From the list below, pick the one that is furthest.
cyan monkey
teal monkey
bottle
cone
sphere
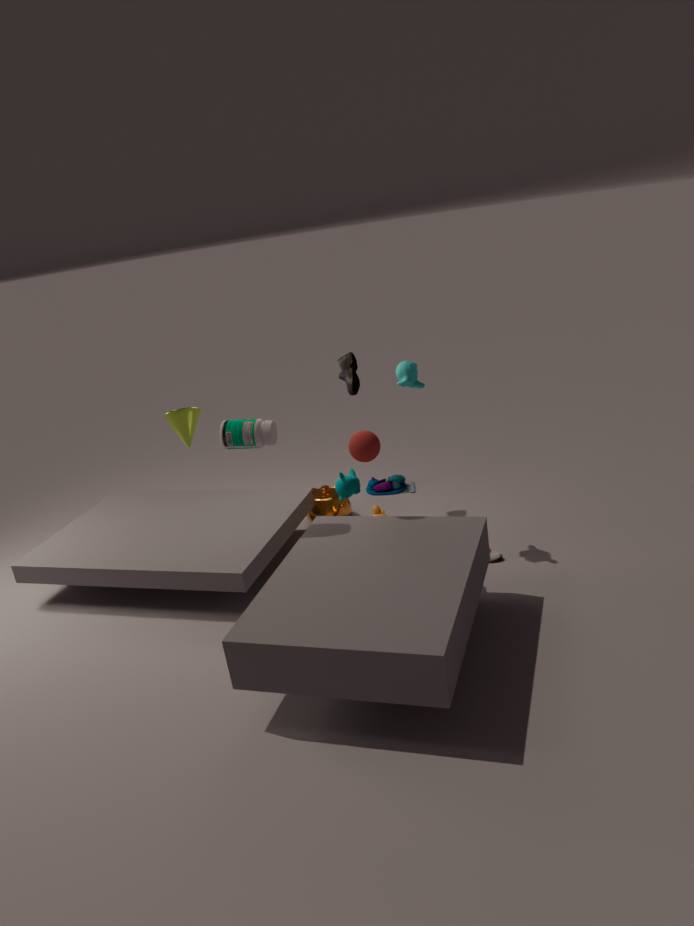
teal monkey
